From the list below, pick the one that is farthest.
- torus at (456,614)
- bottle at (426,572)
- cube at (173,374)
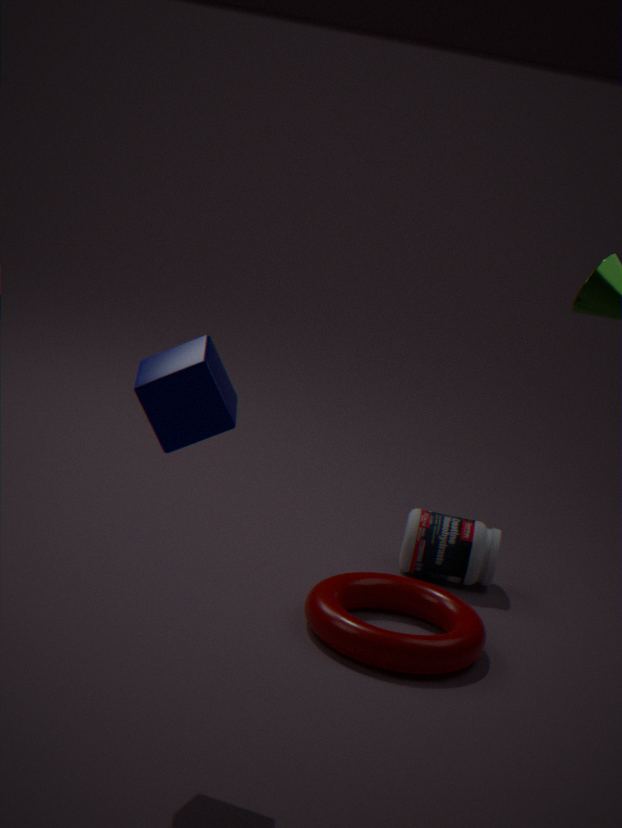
bottle at (426,572)
